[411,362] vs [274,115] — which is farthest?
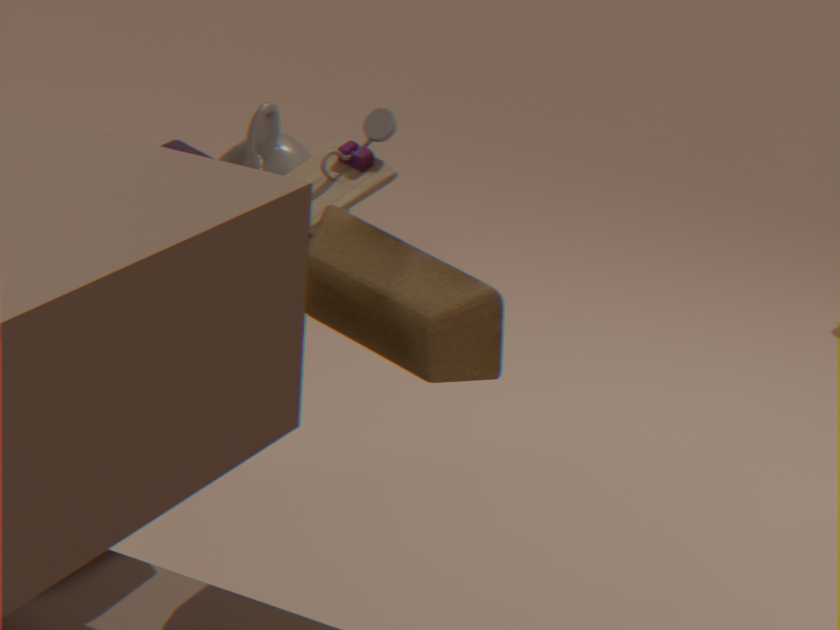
[274,115]
